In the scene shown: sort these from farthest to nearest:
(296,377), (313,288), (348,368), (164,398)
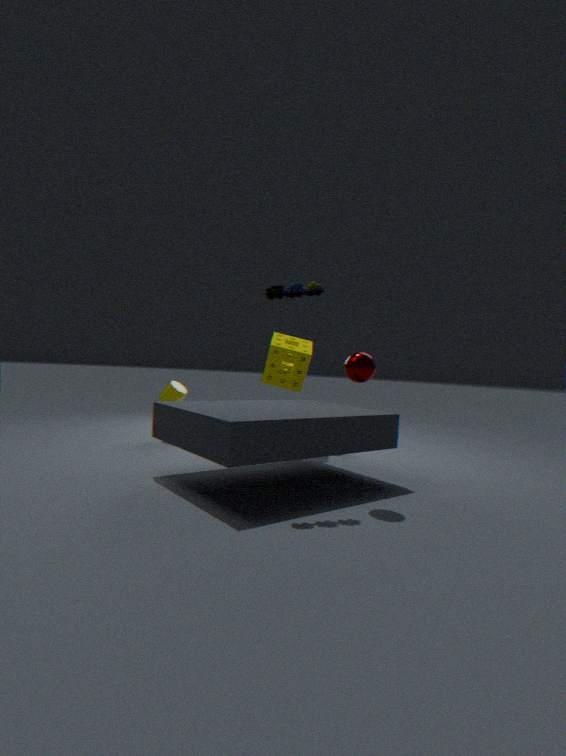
(164,398) < (296,377) < (313,288) < (348,368)
